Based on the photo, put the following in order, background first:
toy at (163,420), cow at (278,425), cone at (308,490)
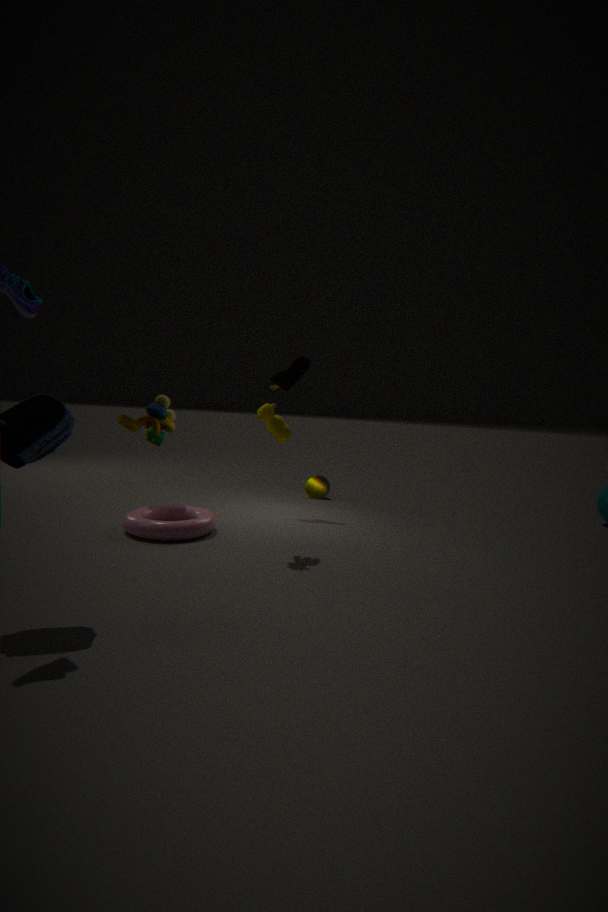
cone at (308,490)
toy at (163,420)
cow at (278,425)
